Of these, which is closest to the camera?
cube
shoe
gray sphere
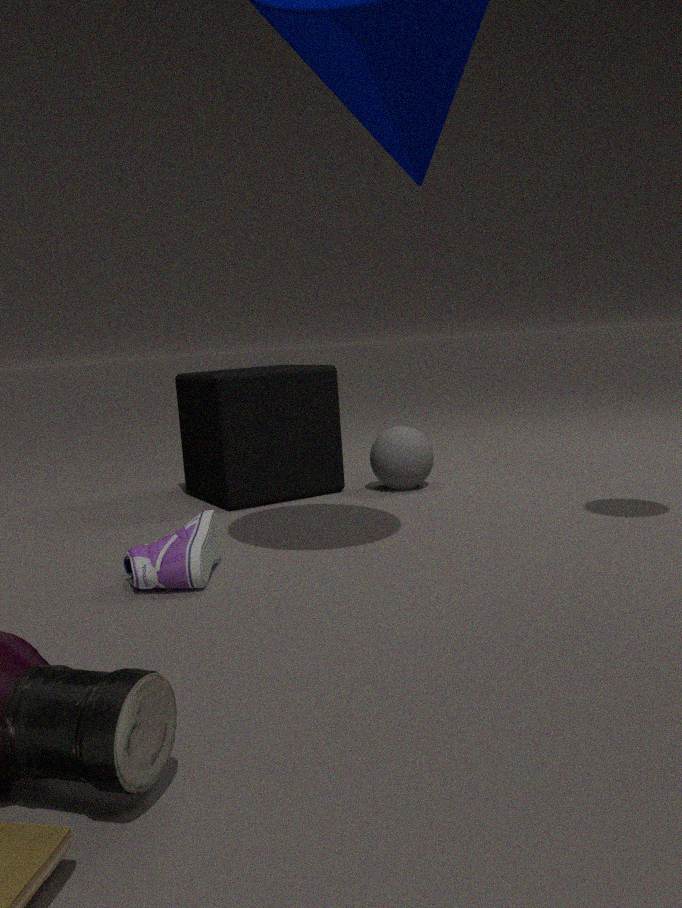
shoe
